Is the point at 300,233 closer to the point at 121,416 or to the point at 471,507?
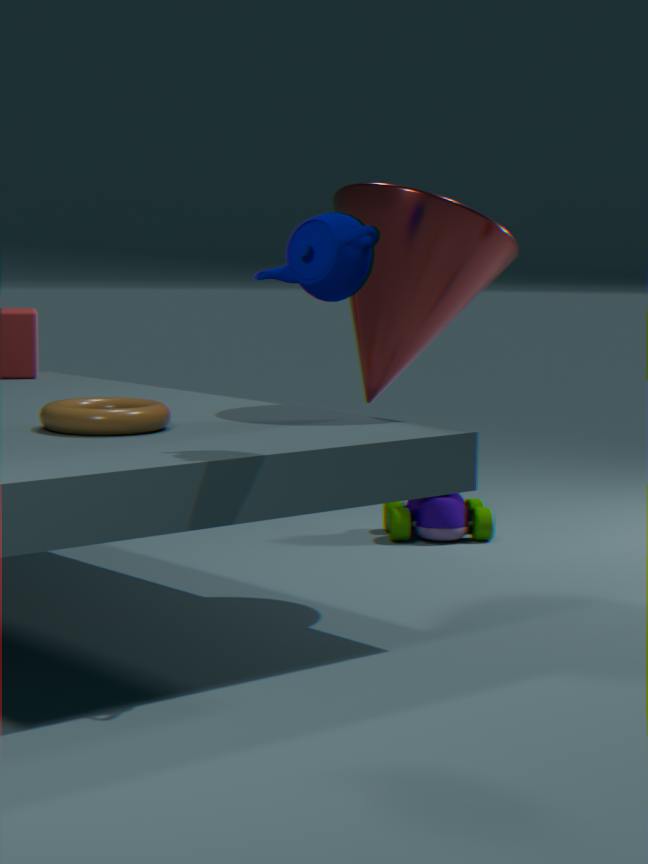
the point at 121,416
